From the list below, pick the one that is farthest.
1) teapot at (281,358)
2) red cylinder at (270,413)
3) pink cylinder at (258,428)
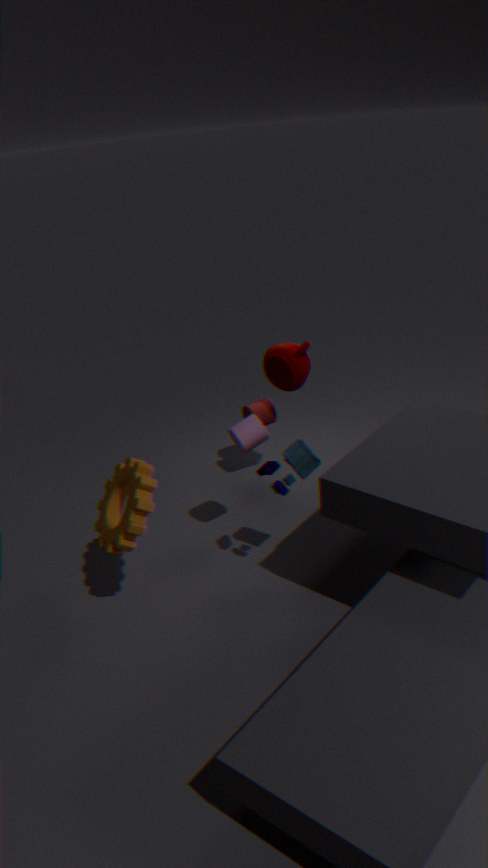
2. red cylinder at (270,413)
